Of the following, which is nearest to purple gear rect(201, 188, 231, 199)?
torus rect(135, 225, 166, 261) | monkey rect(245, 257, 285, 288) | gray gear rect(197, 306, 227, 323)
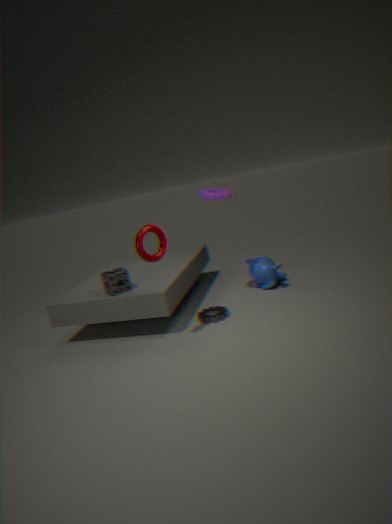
torus rect(135, 225, 166, 261)
